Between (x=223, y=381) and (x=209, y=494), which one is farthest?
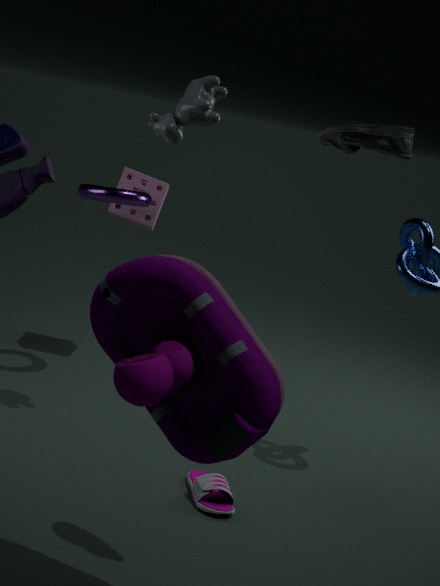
Answer: (x=209, y=494)
